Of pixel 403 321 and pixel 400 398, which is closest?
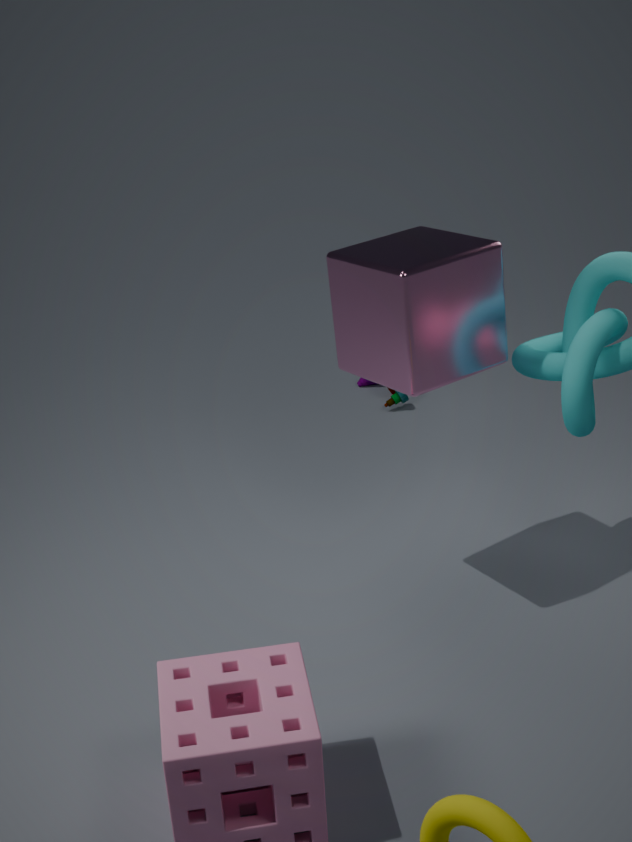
pixel 403 321
